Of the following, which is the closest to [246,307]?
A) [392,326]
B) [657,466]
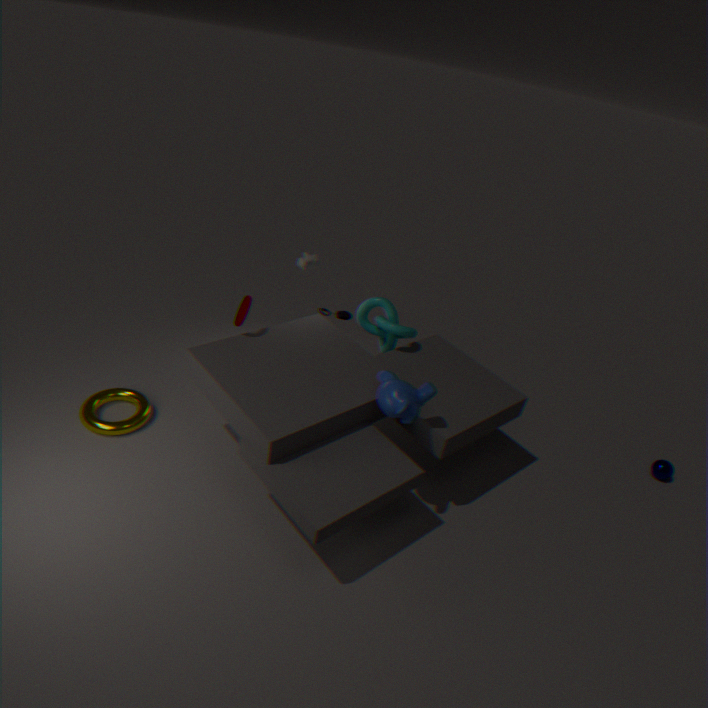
[392,326]
